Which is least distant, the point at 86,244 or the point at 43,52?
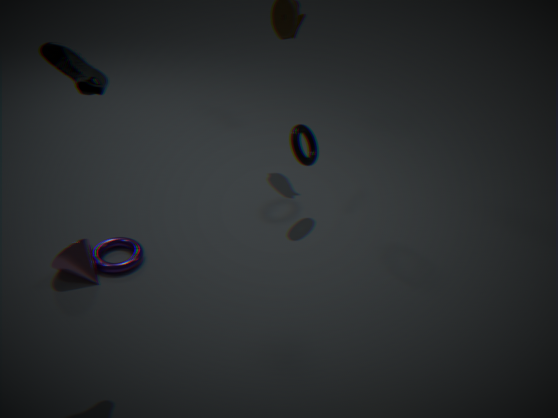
the point at 43,52
